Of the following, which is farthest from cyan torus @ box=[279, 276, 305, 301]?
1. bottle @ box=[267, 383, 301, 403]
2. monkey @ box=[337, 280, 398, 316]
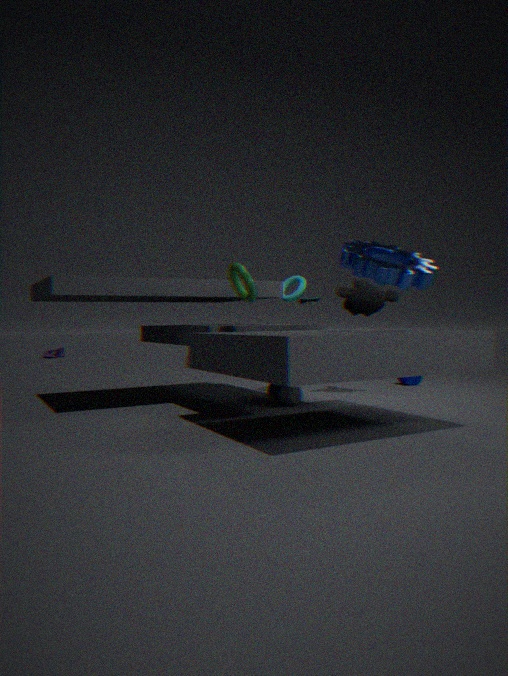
bottle @ box=[267, 383, 301, 403]
